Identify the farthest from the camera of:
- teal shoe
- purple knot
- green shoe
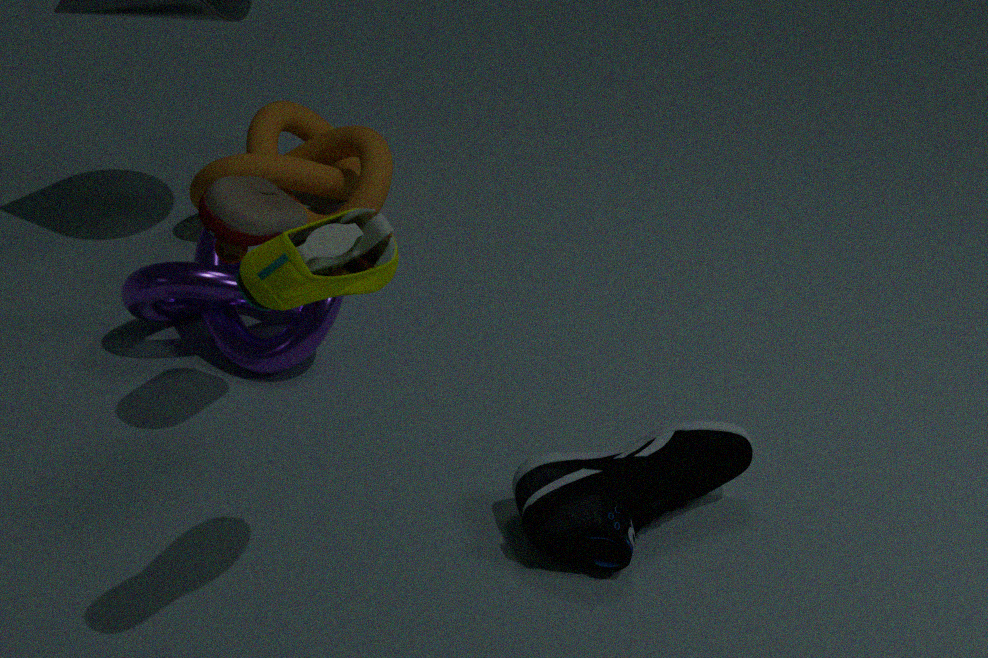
purple knot
